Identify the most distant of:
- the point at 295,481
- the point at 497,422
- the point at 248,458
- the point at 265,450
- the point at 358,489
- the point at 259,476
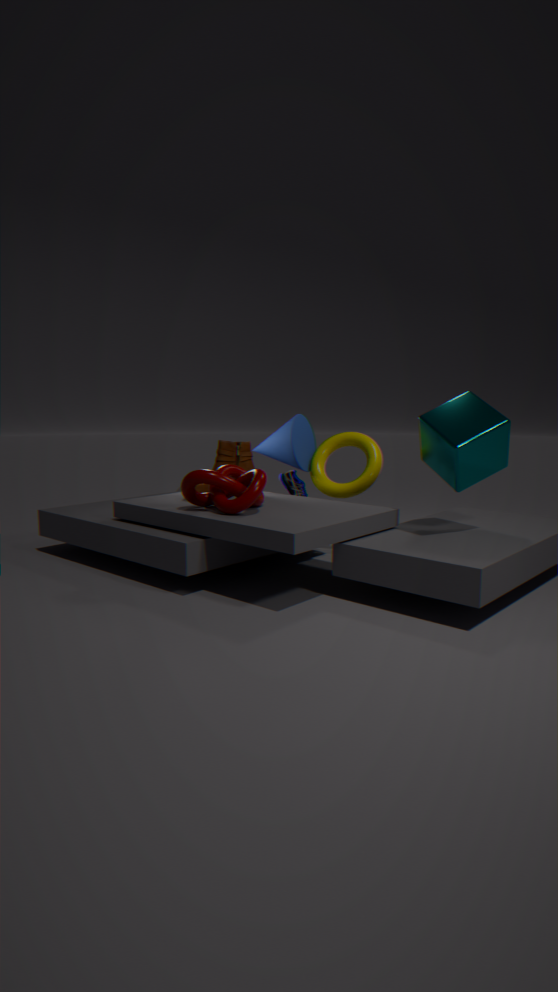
the point at 265,450
